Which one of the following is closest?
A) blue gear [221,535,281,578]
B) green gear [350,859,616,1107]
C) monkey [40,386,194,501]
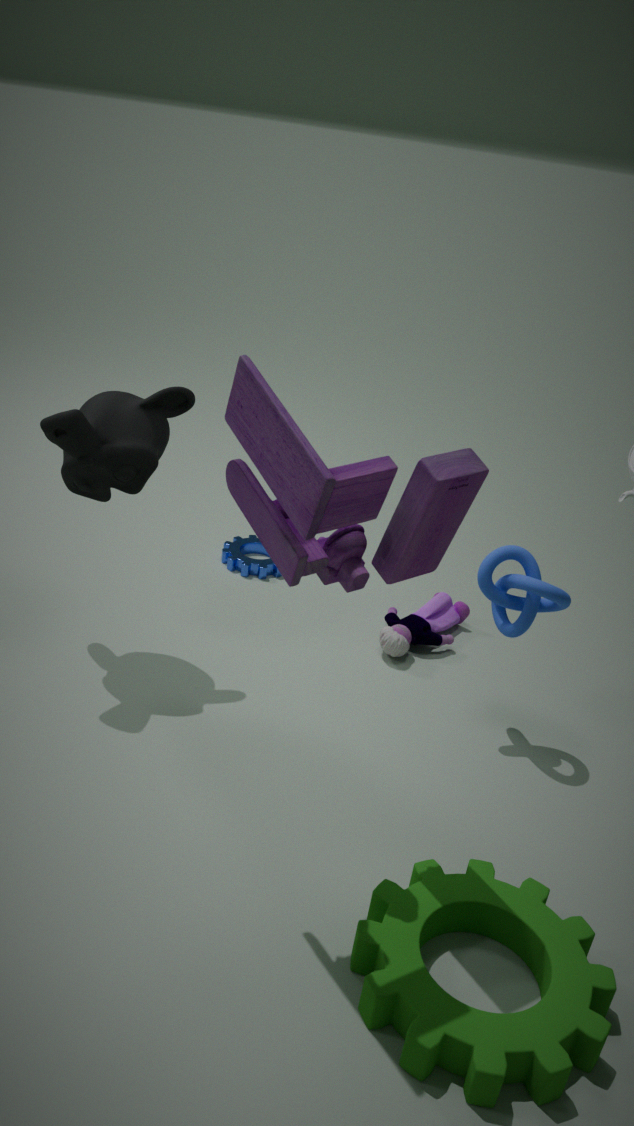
green gear [350,859,616,1107]
